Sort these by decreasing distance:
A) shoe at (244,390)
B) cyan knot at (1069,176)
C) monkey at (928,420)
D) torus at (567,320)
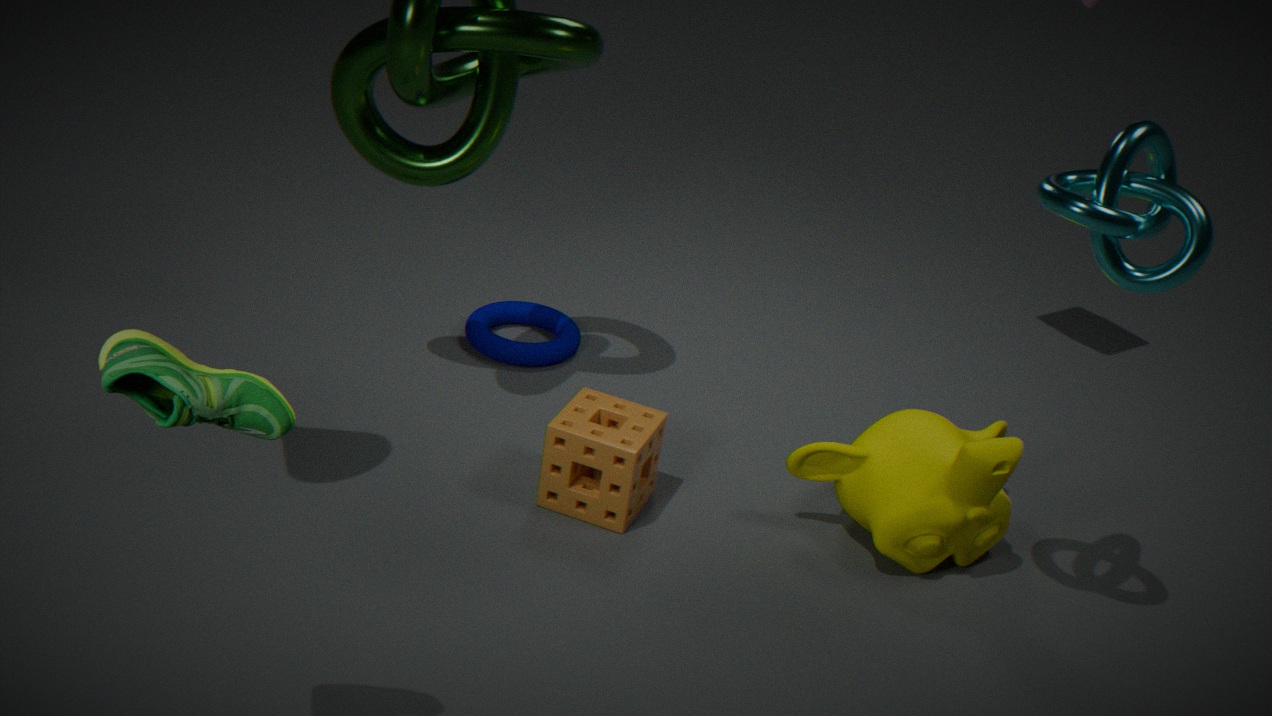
1. torus at (567,320)
2. monkey at (928,420)
3. cyan knot at (1069,176)
4. shoe at (244,390)
